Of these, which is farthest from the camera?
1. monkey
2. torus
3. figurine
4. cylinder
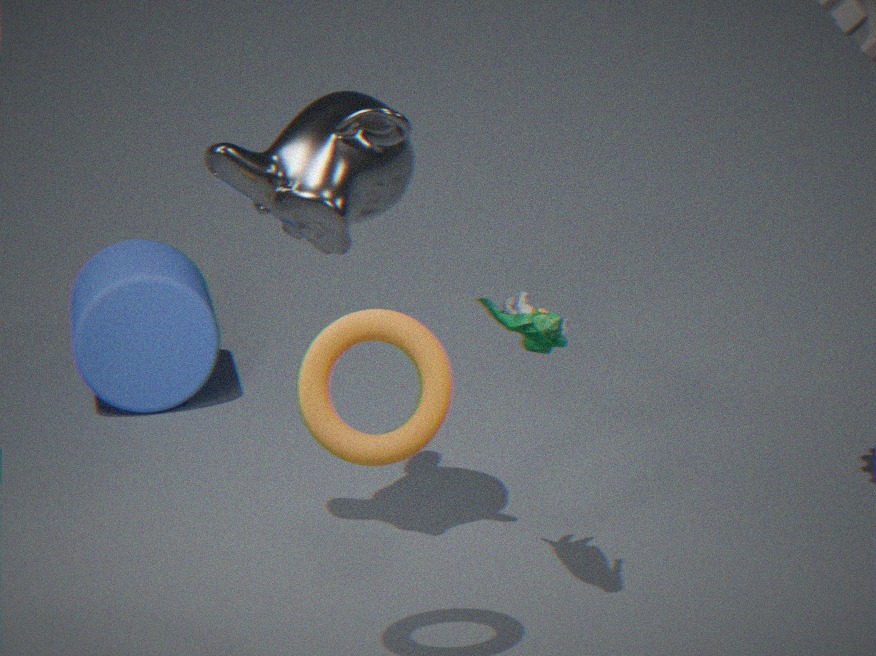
cylinder
